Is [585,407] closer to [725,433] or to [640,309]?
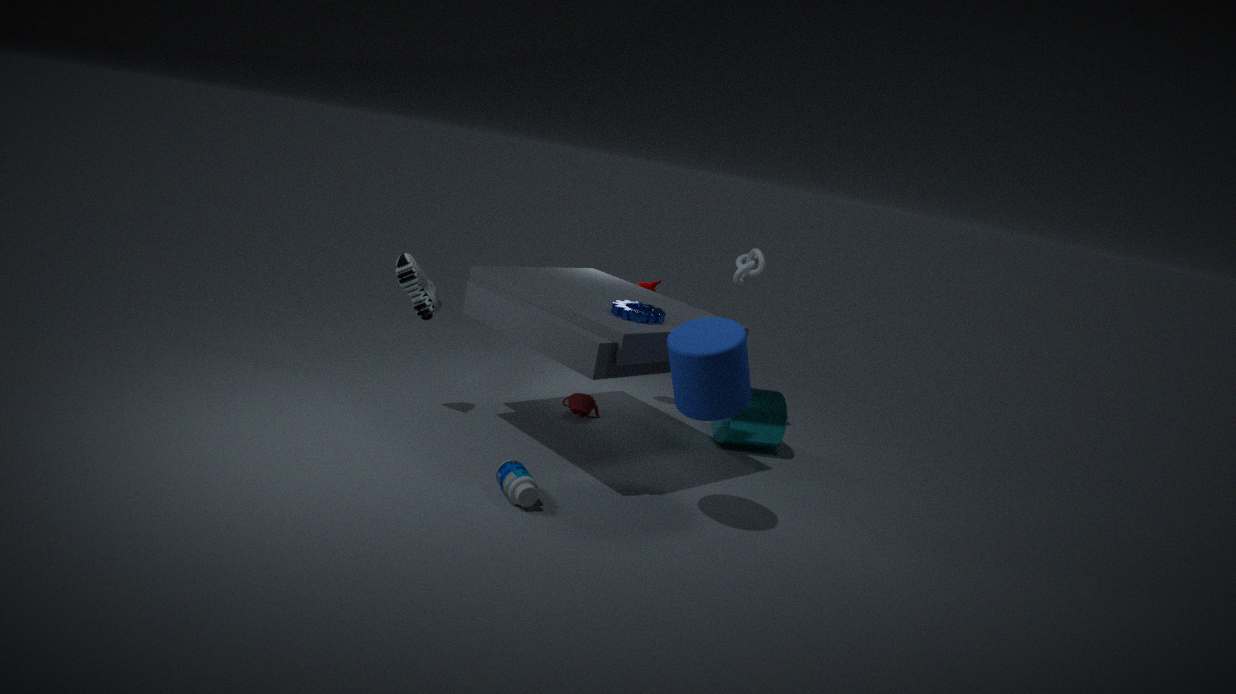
[725,433]
